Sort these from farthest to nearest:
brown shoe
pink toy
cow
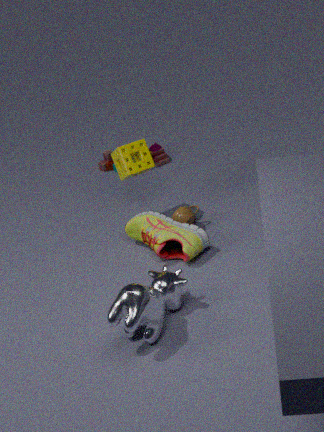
pink toy, brown shoe, cow
